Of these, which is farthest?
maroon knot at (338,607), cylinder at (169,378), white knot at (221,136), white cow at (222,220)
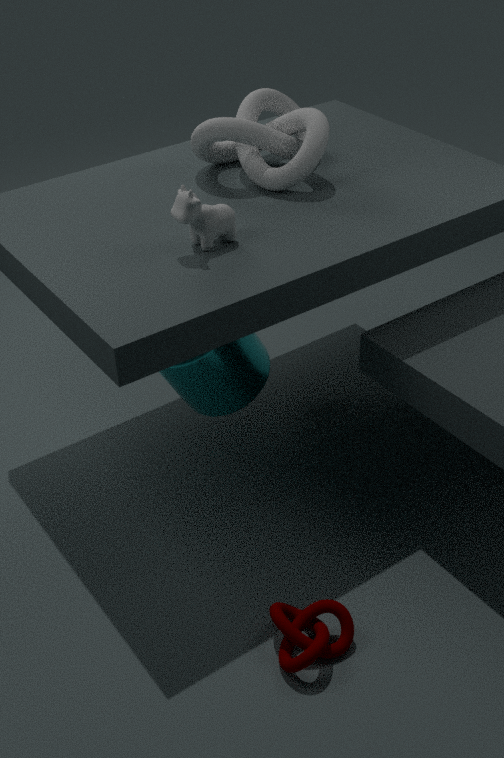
white knot at (221,136)
